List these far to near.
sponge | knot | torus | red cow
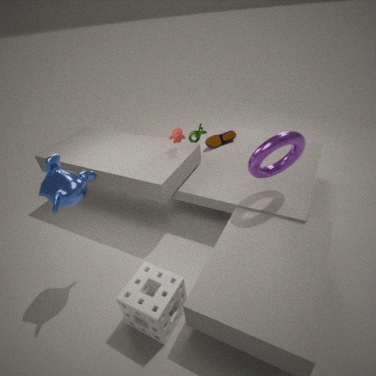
1. knot
2. red cow
3. torus
4. sponge
